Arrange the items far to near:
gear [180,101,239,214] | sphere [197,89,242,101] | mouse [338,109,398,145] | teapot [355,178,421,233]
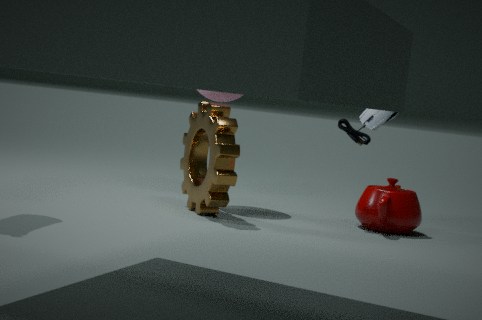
sphere [197,89,242,101] → mouse [338,109,398,145] → teapot [355,178,421,233] → gear [180,101,239,214]
